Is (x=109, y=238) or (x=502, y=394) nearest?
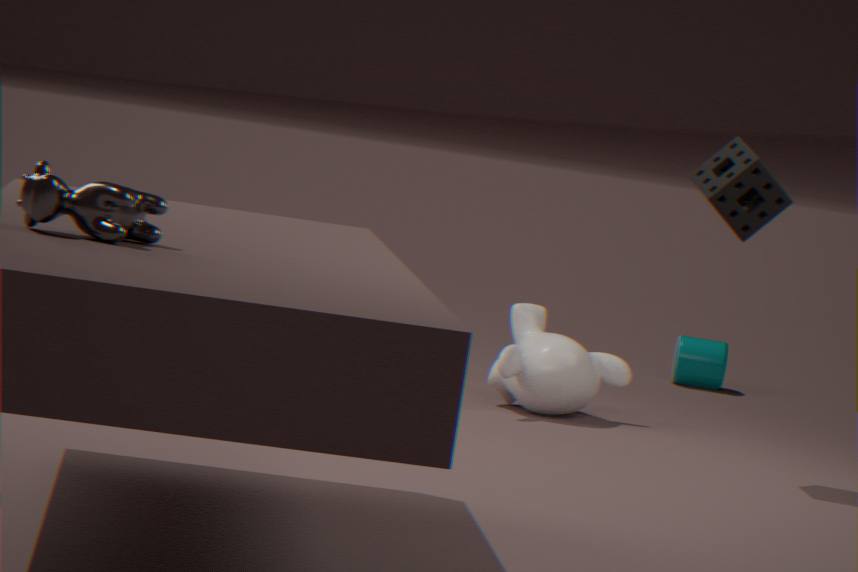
(x=109, y=238)
